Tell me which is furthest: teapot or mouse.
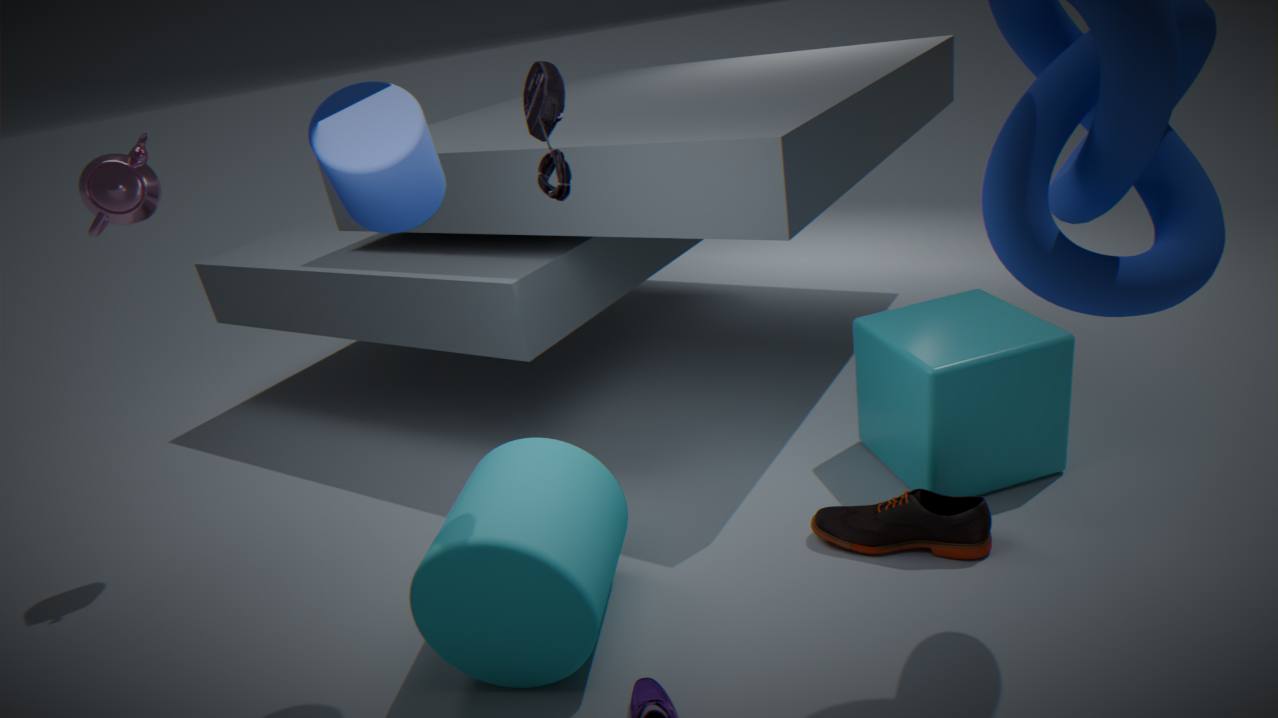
A: teapot
